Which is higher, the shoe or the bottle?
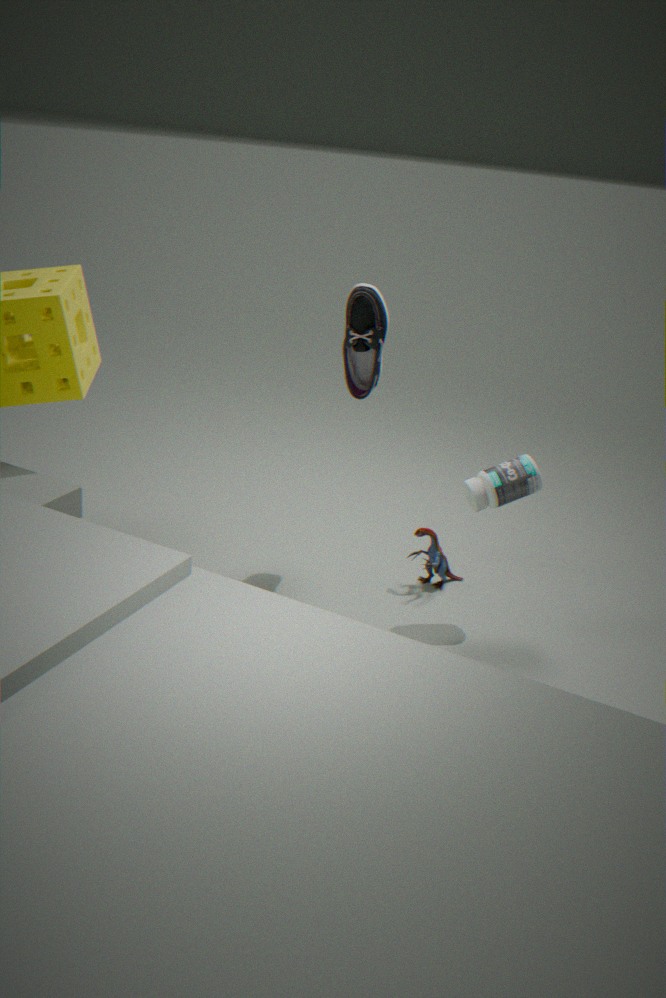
the shoe
